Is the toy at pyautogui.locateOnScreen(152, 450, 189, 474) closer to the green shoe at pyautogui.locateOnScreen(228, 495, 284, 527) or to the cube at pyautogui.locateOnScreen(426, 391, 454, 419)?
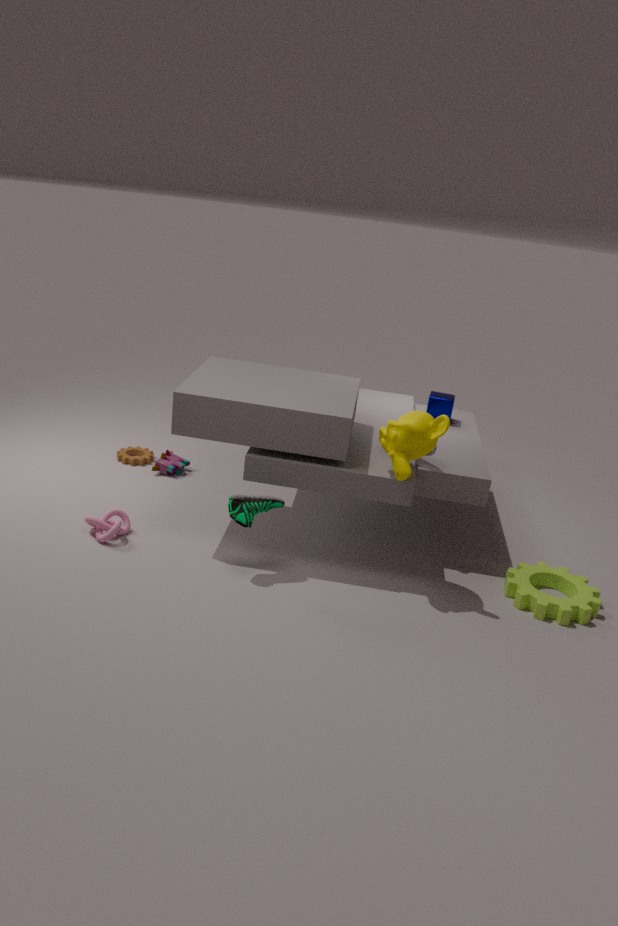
the green shoe at pyautogui.locateOnScreen(228, 495, 284, 527)
